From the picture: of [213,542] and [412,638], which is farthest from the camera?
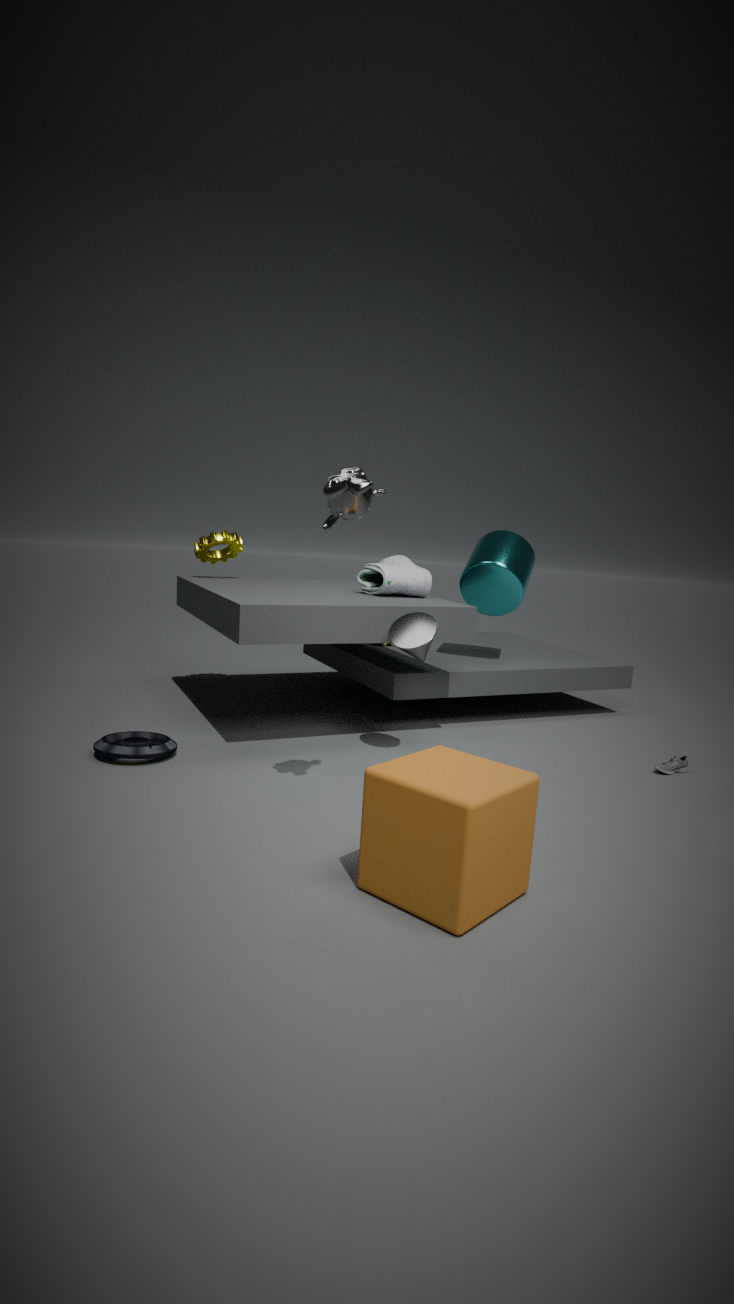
[213,542]
